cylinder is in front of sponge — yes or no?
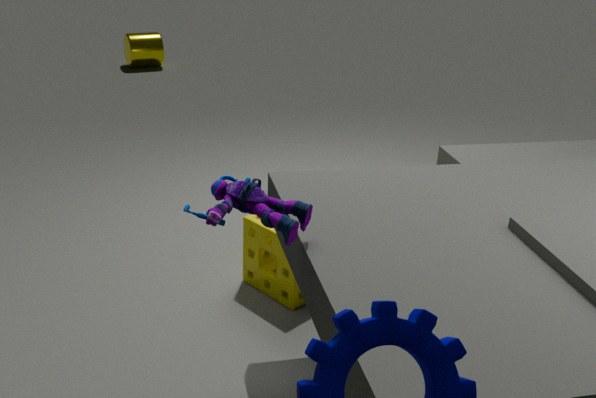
No
